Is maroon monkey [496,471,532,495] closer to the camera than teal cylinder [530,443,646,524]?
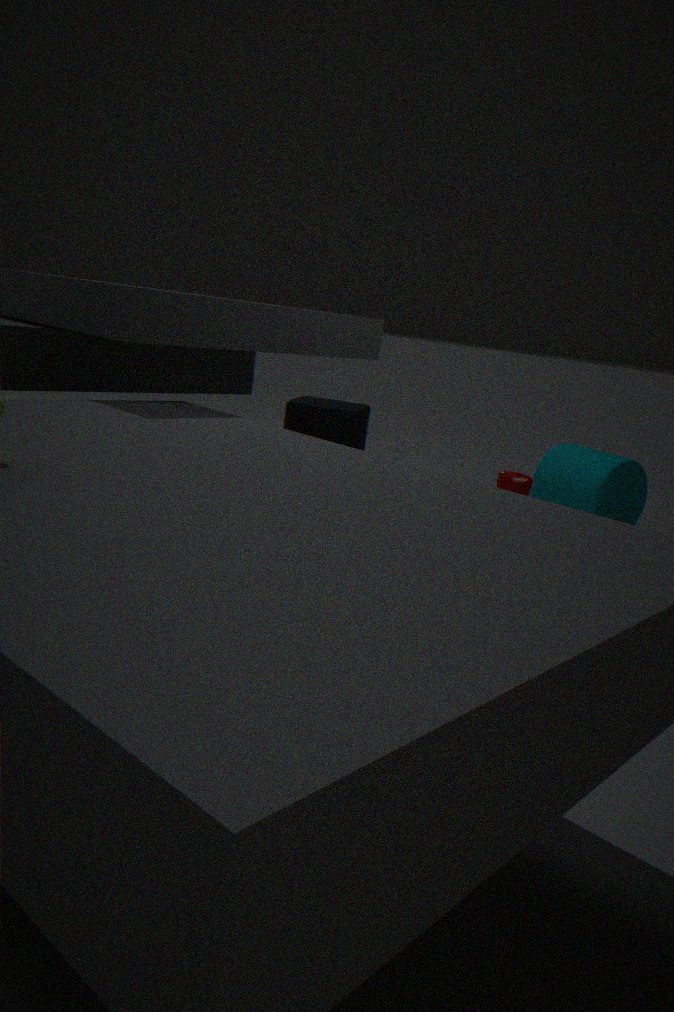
Yes
